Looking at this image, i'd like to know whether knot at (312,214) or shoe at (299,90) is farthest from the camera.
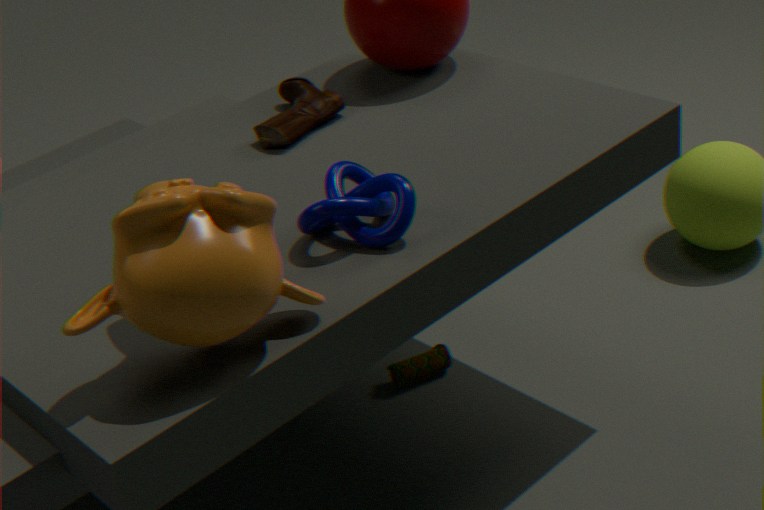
shoe at (299,90)
